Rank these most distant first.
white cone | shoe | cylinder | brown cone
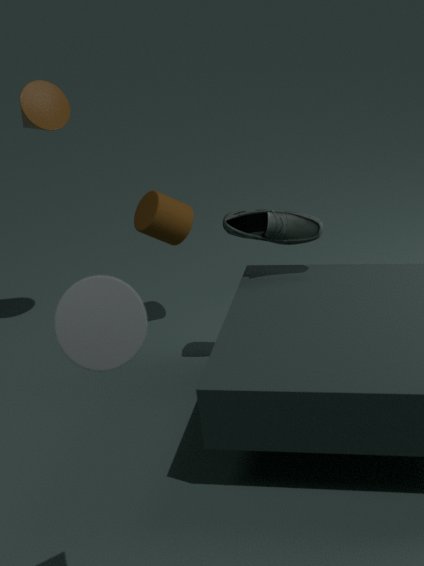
cylinder < brown cone < shoe < white cone
